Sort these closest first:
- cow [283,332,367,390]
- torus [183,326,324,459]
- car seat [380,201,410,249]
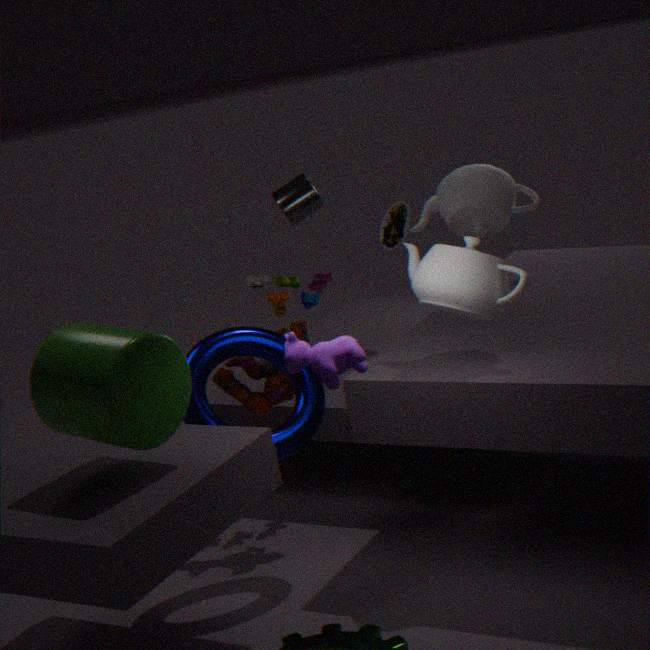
cow [283,332,367,390], torus [183,326,324,459], car seat [380,201,410,249]
